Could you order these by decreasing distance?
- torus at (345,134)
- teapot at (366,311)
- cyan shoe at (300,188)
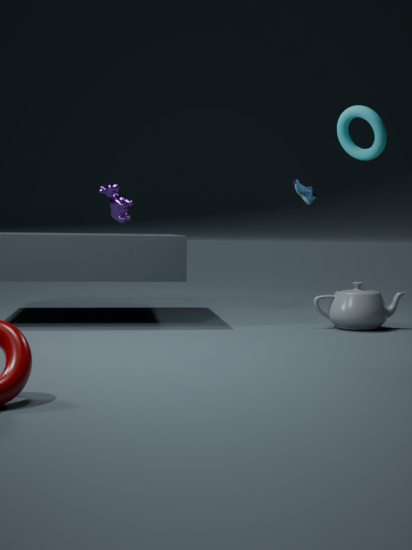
1. cyan shoe at (300,188)
2. teapot at (366,311)
3. torus at (345,134)
